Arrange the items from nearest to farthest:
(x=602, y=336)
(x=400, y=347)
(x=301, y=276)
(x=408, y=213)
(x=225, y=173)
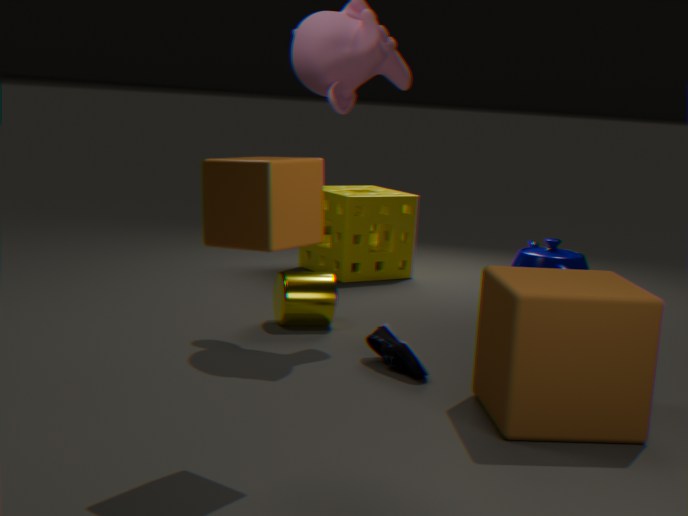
(x=225, y=173), (x=602, y=336), (x=400, y=347), (x=301, y=276), (x=408, y=213)
